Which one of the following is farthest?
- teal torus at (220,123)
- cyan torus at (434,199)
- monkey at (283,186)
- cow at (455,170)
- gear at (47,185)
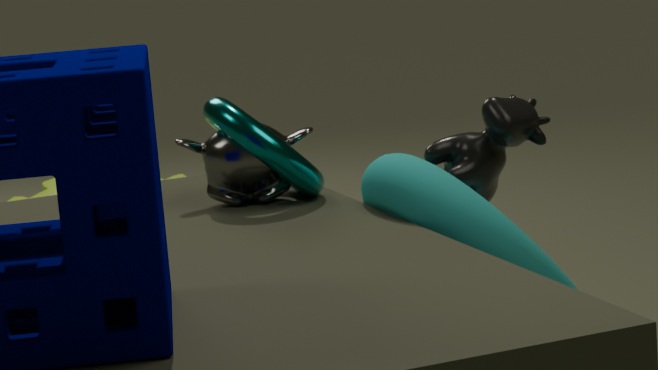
gear at (47,185)
